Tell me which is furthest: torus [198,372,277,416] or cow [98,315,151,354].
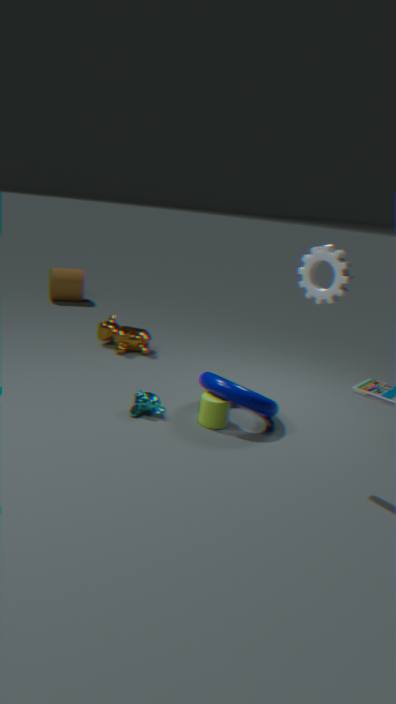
cow [98,315,151,354]
